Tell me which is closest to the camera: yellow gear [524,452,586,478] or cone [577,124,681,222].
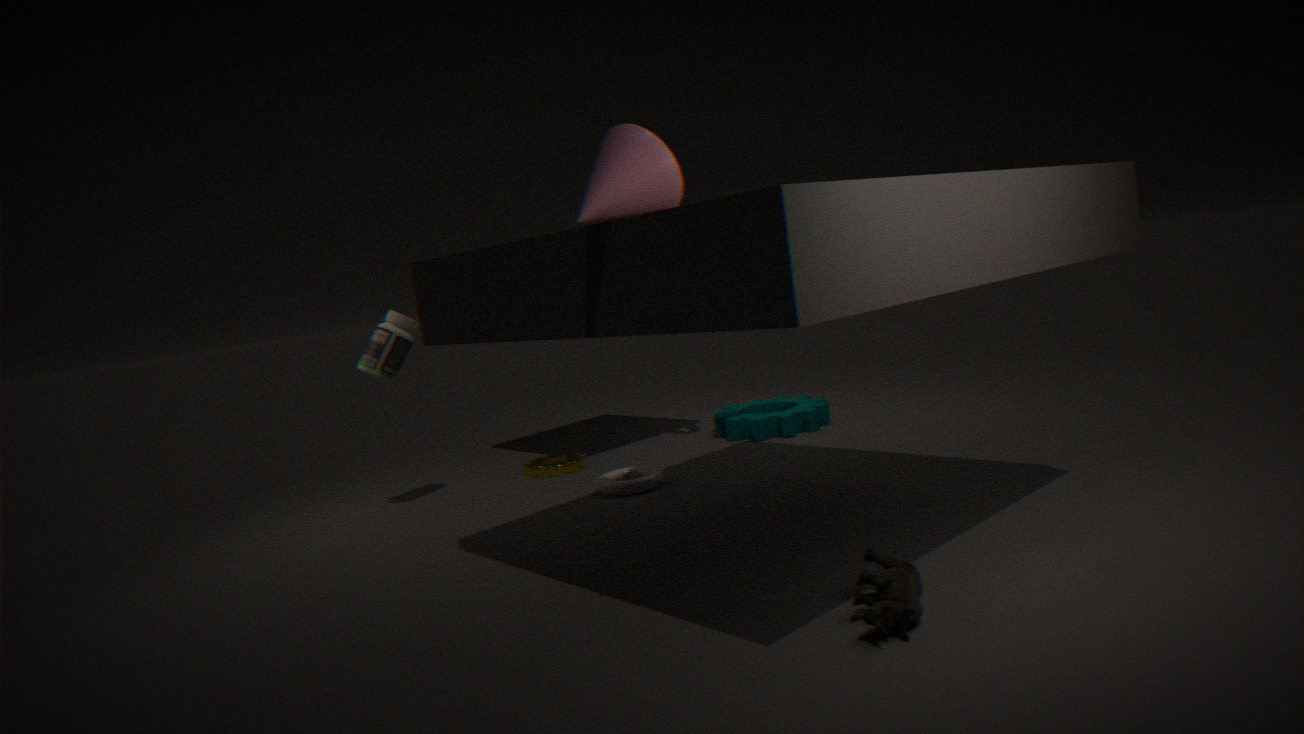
cone [577,124,681,222]
